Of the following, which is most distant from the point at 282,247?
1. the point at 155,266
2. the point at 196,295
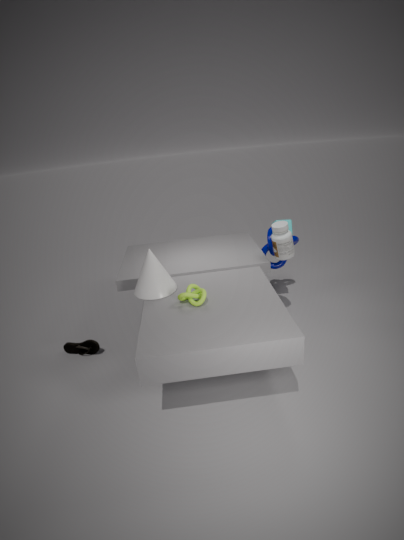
the point at 155,266
